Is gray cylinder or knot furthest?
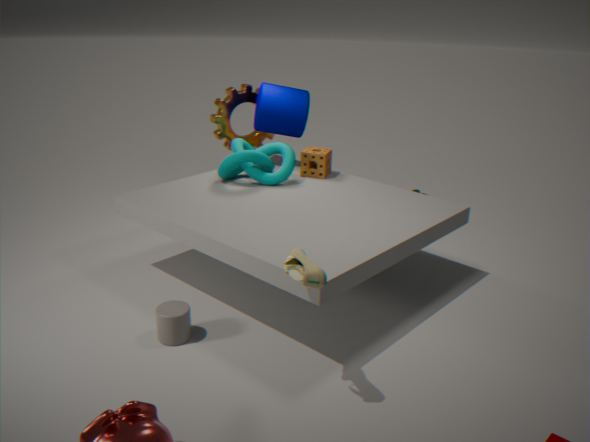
knot
